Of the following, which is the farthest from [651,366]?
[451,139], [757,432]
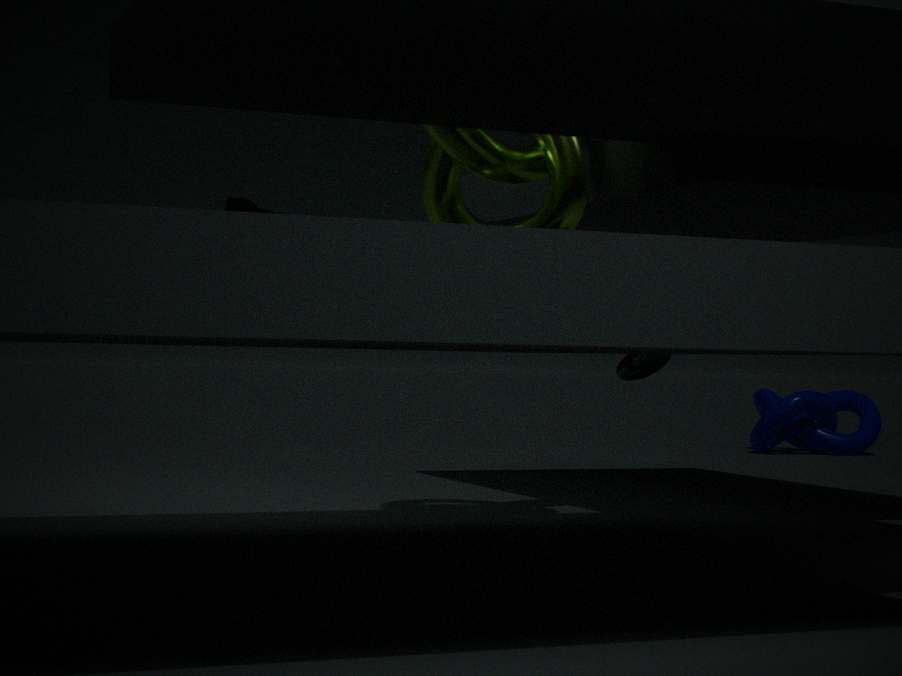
[757,432]
